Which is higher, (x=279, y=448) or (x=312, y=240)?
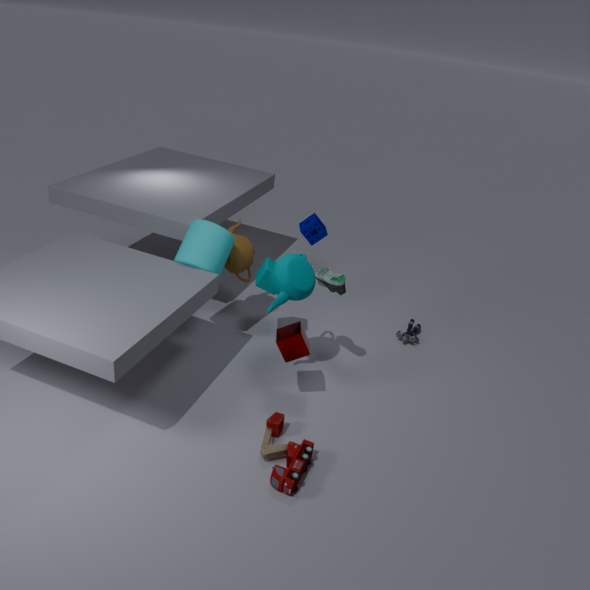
(x=312, y=240)
